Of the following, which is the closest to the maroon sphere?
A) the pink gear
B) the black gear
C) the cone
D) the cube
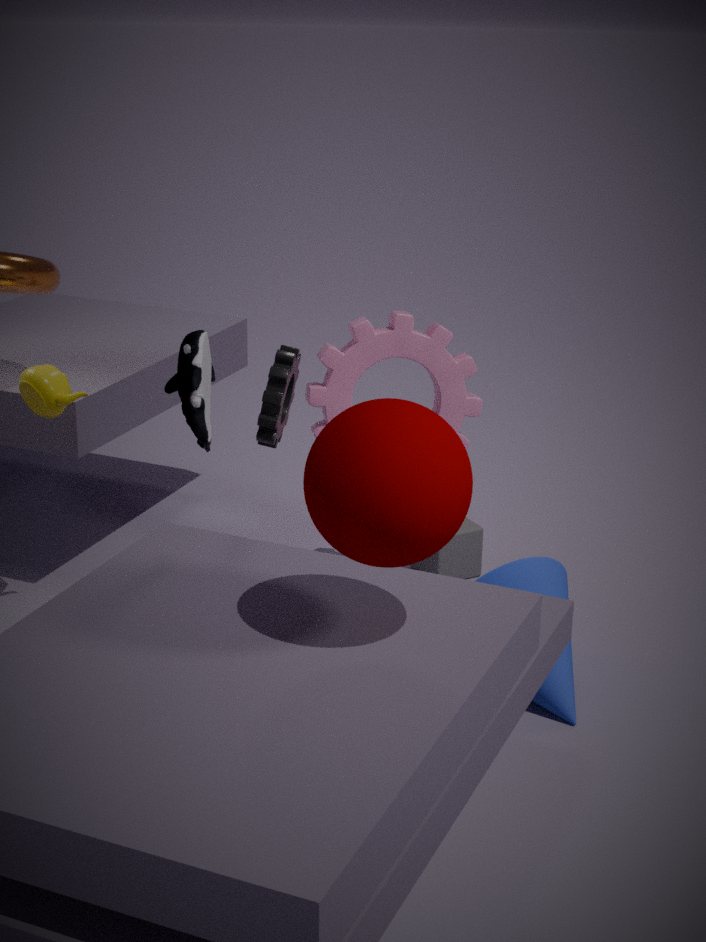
the black gear
